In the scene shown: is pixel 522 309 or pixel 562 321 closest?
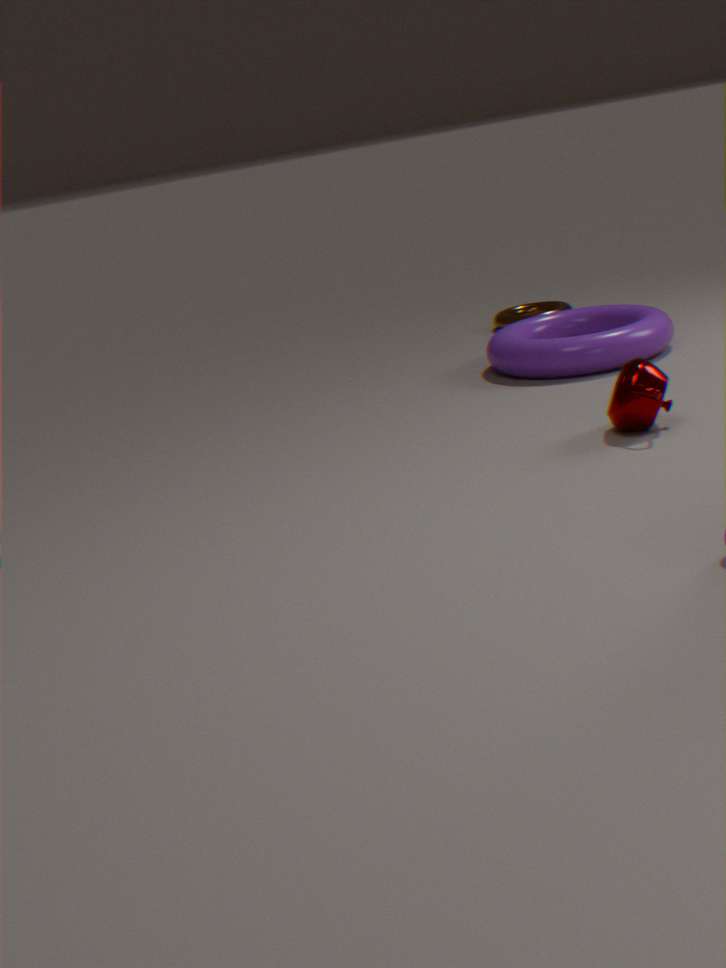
pixel 562 321
